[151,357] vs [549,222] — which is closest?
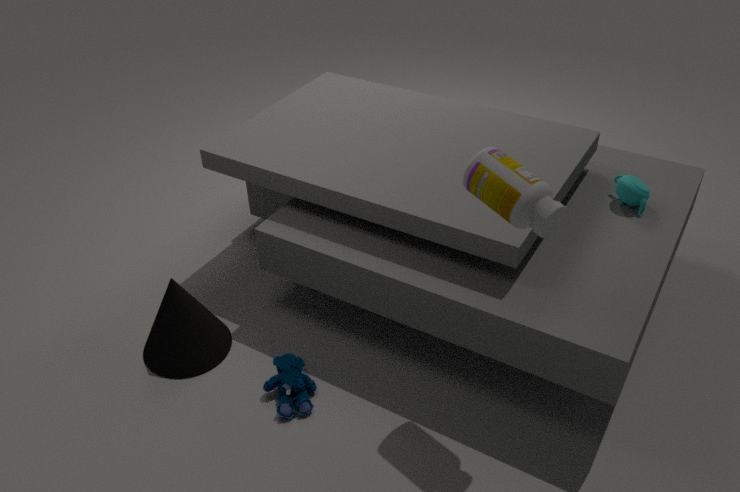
[549,222]
